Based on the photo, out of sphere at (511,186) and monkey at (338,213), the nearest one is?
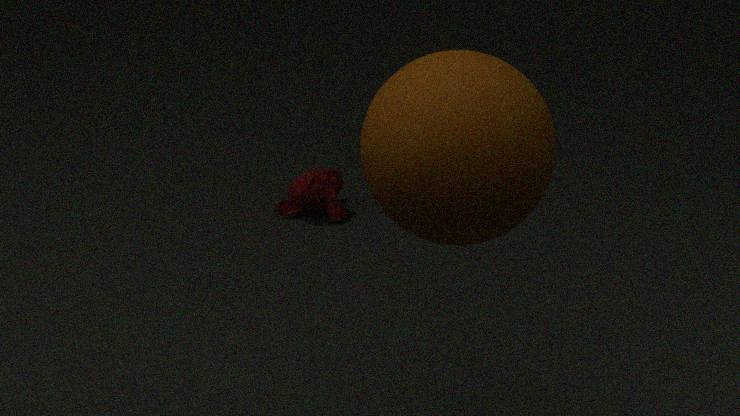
sphere at (511,186)
